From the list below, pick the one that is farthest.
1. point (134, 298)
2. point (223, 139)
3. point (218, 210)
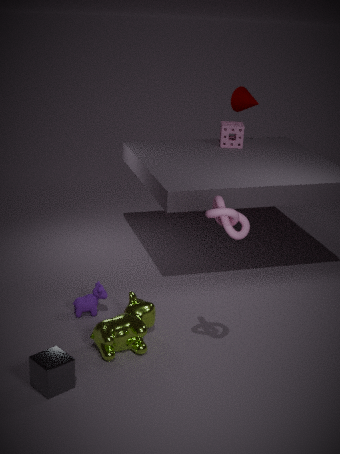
point (223, 139)
